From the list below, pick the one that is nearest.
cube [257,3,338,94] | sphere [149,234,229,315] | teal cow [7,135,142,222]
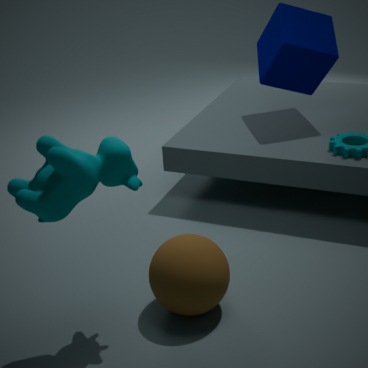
teal cow [7,135,142,222]
